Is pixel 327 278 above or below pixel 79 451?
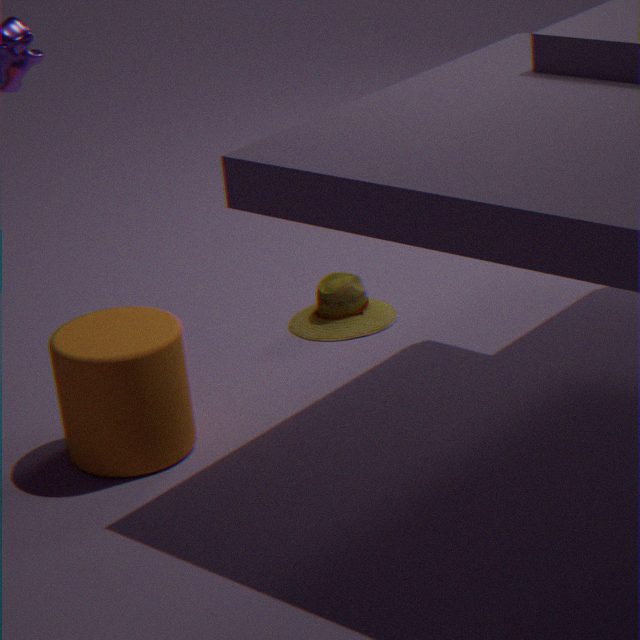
below
